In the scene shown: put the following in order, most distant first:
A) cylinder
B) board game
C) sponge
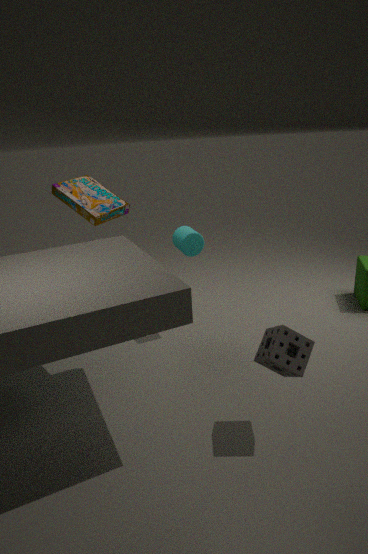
cylinder → board game → sponge
